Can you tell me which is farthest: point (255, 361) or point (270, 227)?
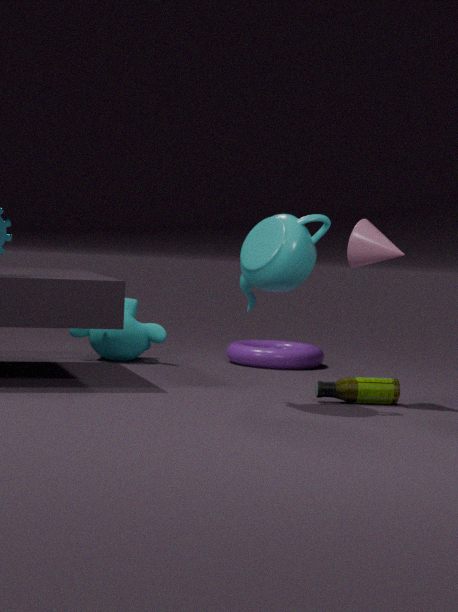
point (255, 361)
